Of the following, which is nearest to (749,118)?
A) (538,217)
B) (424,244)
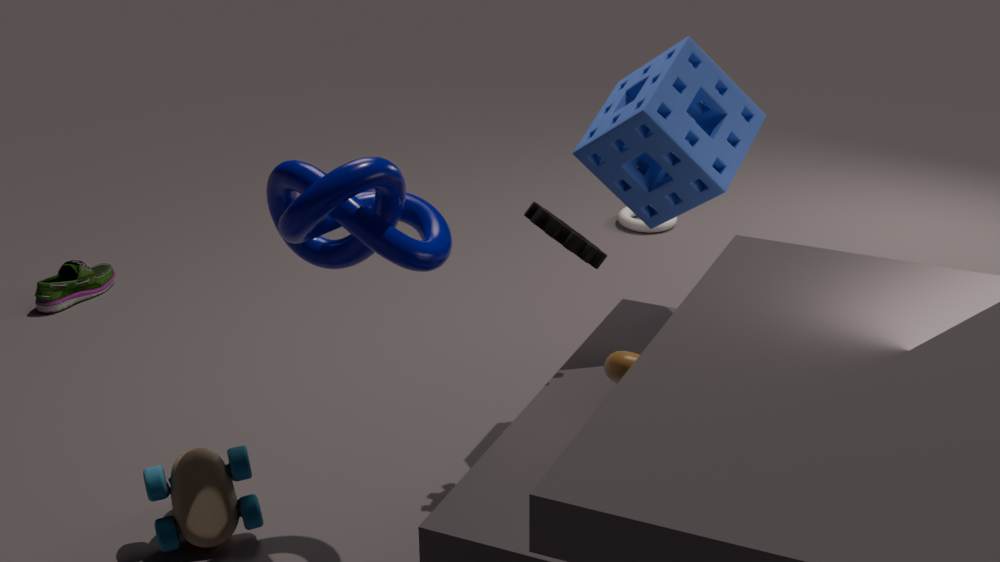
(538,217)
